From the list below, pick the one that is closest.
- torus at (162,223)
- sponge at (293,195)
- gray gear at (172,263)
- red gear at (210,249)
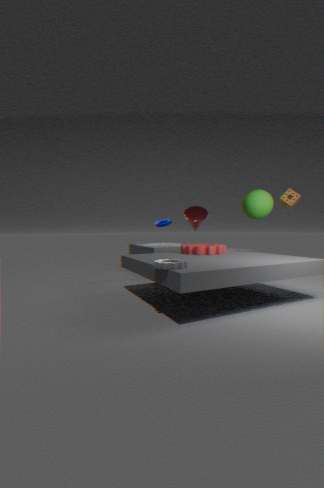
gray gear at (172,263)
